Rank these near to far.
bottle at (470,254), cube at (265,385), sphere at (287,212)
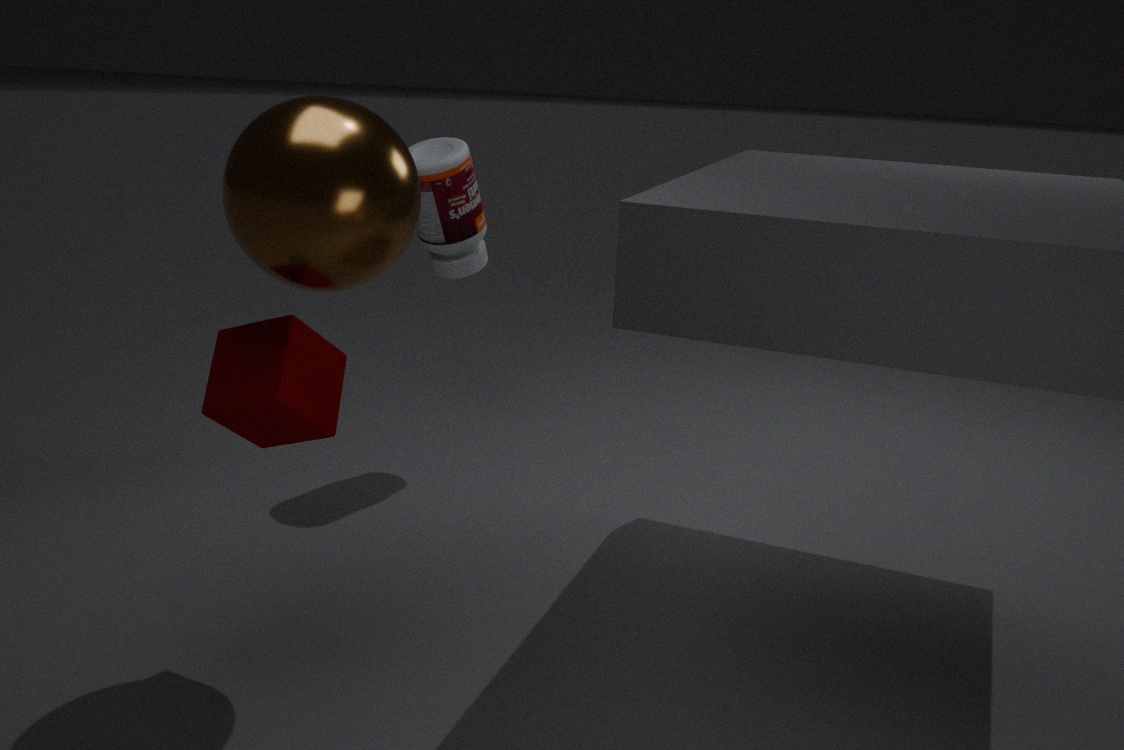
sphere at (287,212)
cube at (265,385)
bottle at (470,254)
